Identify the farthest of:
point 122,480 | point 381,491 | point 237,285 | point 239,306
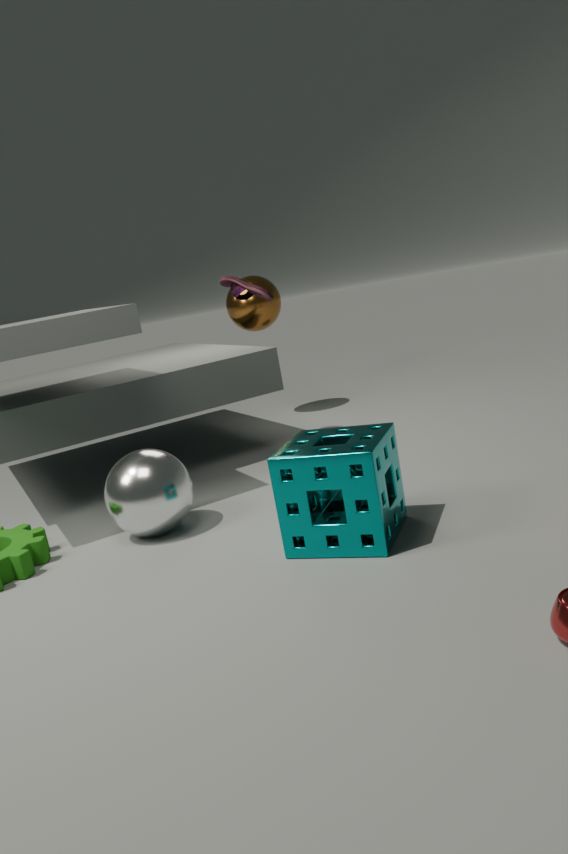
point 239,306
